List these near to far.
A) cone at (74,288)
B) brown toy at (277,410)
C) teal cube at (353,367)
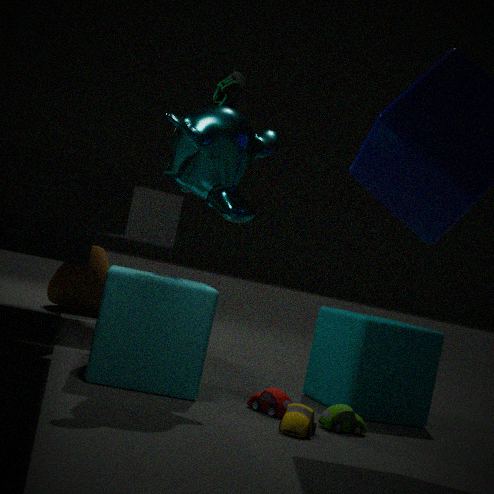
brown toy at (277,410), teal cube at (353,367), cone at (74,288)
